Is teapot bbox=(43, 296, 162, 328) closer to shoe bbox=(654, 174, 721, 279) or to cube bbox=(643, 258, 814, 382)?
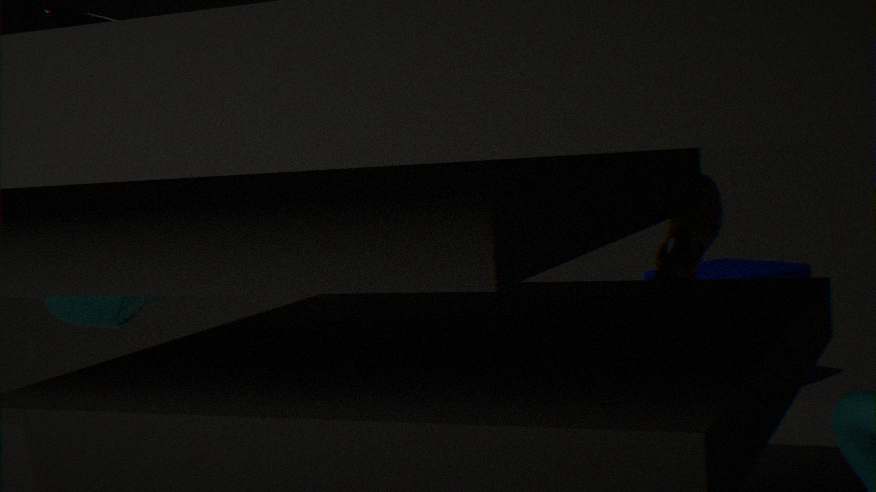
shoe bbox=(654, 174, 721, 279)
